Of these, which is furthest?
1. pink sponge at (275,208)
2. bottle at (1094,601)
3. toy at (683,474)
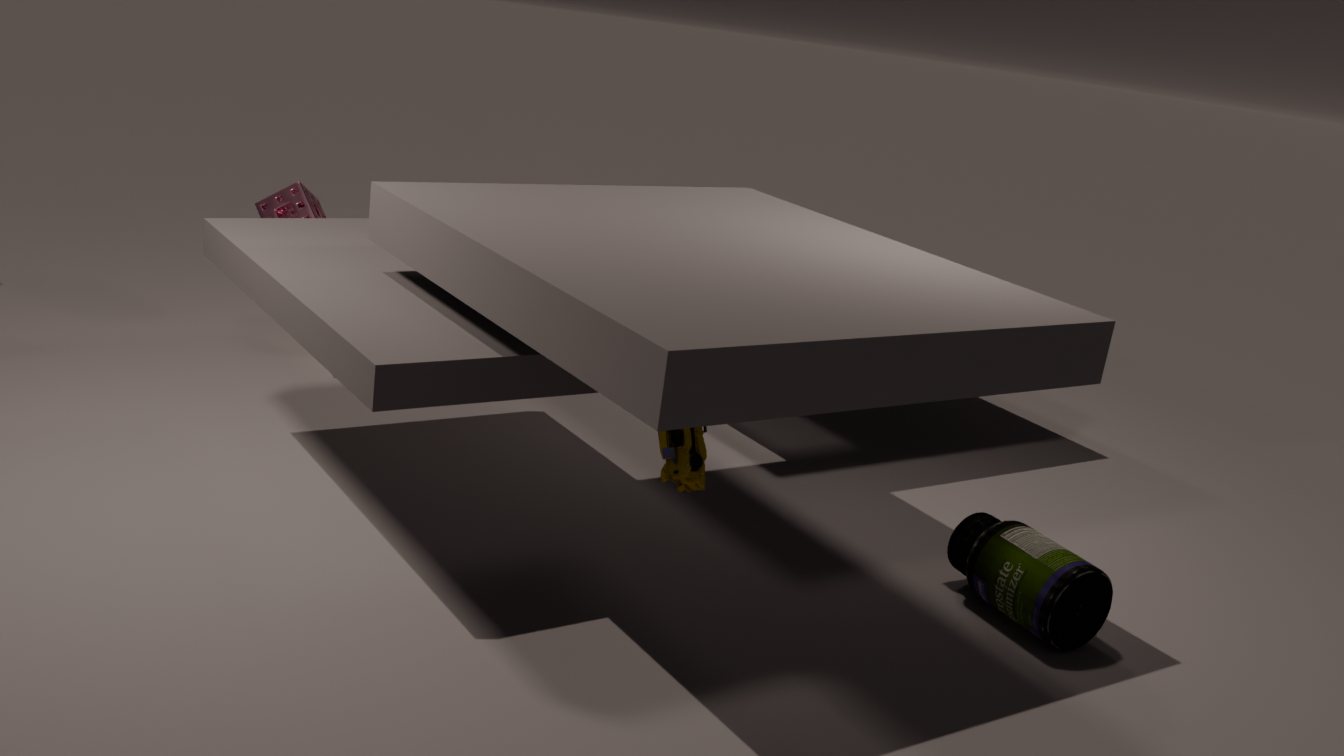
pink sponge at (275,208)
